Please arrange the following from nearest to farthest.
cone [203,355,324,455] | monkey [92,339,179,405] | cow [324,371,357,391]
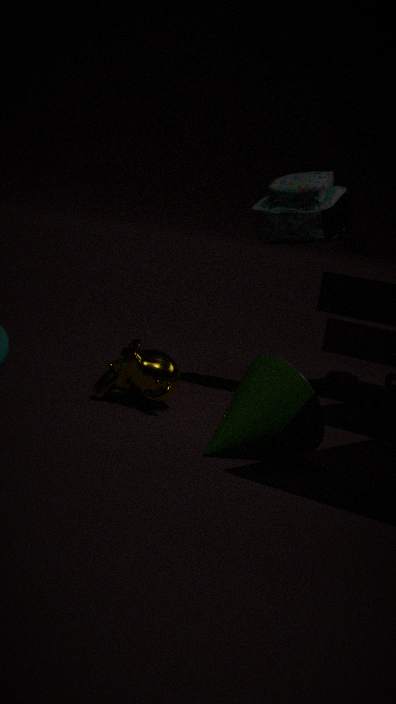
cone [203,355,324,455]
monkey [92,339,179,405]
cow [324,371,357,391]
